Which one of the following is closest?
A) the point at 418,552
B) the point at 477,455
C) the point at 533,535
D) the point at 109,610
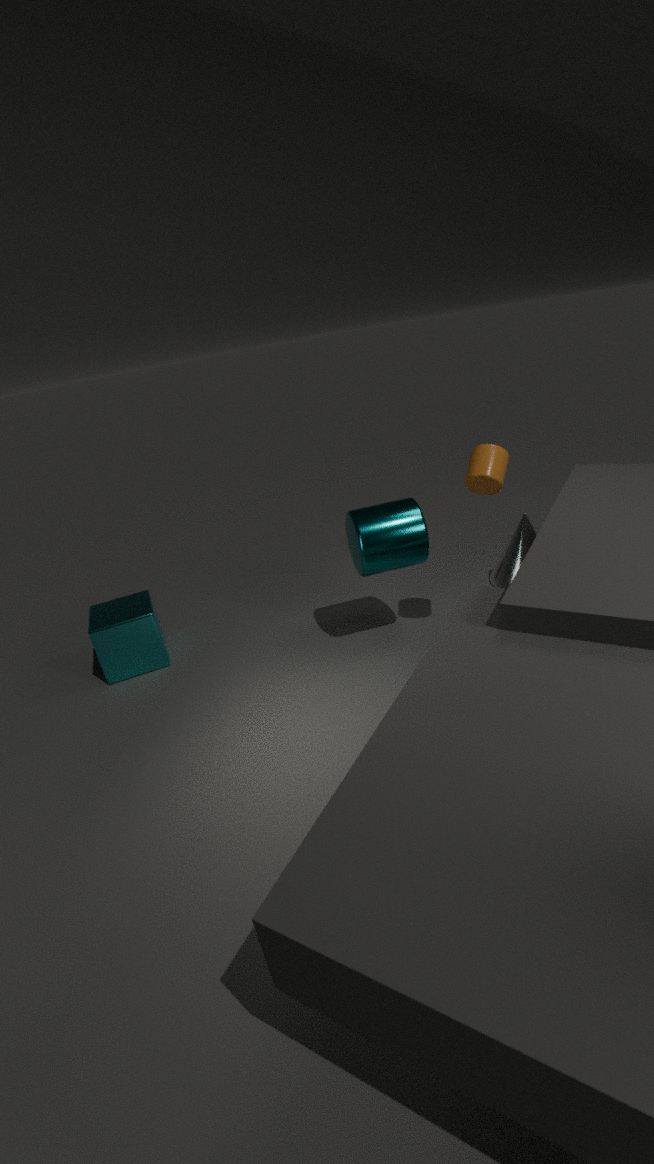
the point at 477,455
